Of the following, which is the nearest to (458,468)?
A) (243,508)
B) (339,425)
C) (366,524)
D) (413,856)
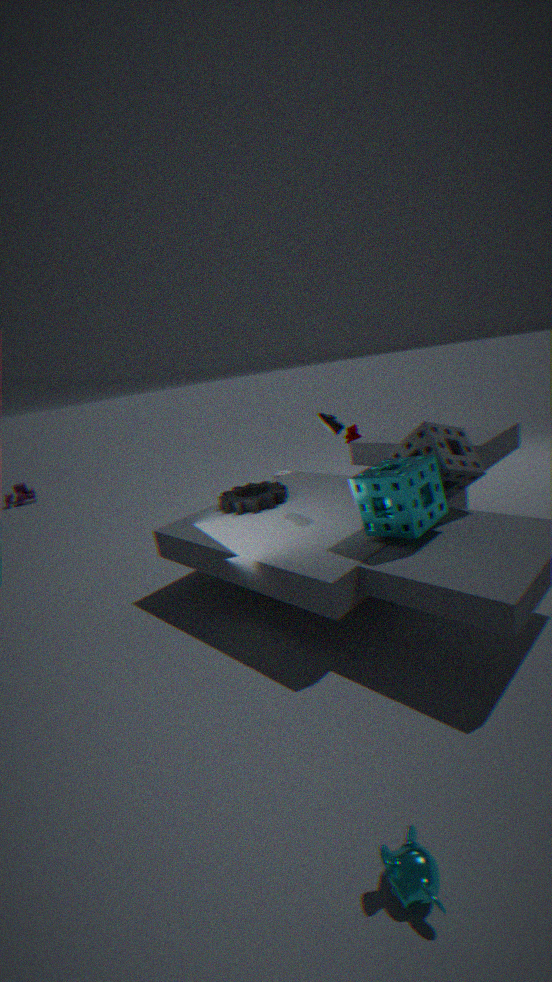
(366,524)
